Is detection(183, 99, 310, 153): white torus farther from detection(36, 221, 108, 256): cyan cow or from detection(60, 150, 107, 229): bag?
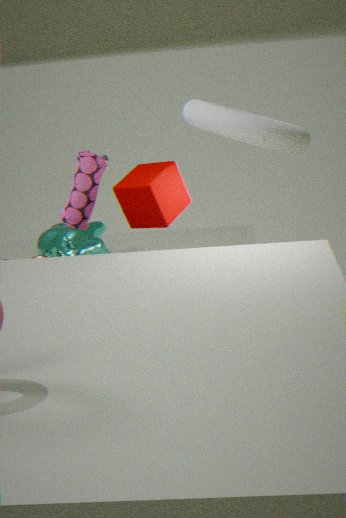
detection(36, 221, 108, 256): cyan cow
